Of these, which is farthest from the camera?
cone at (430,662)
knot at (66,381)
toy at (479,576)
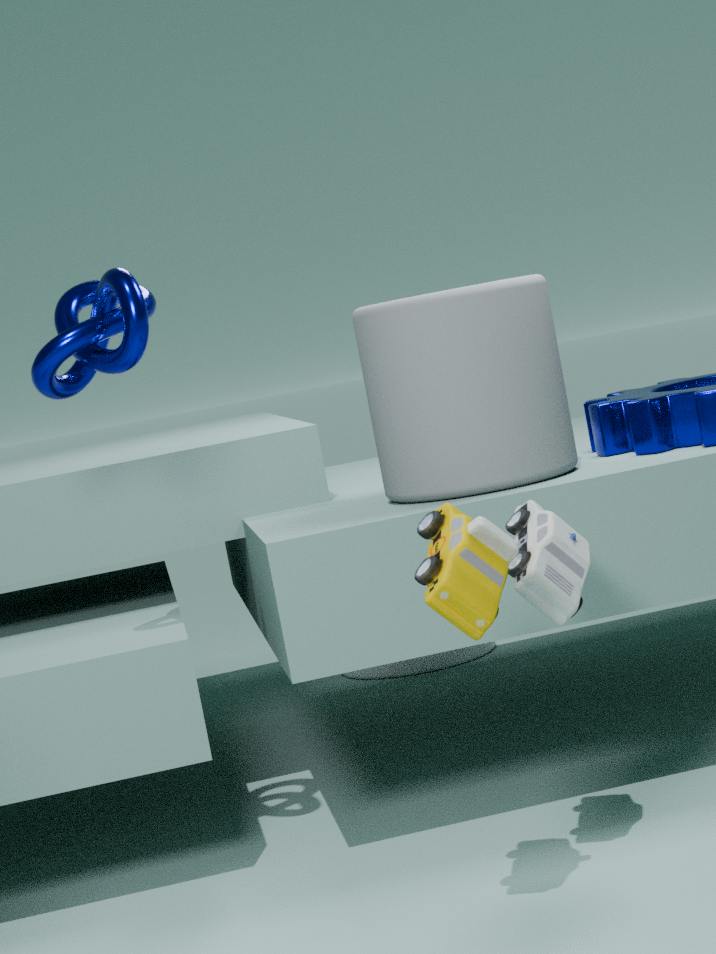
cone at (430,662)
